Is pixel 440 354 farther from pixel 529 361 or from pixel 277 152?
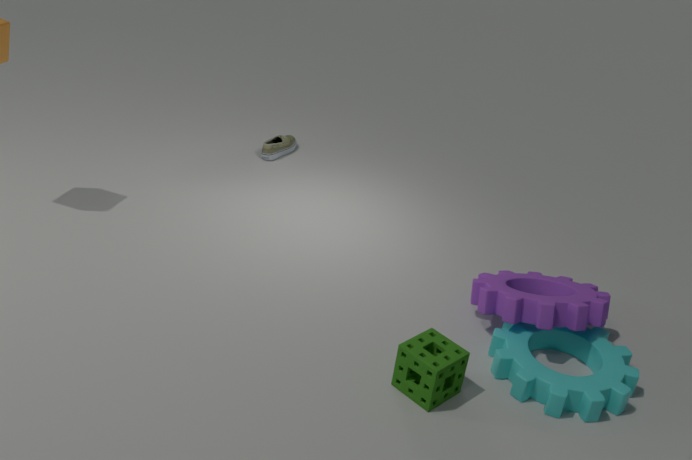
pixel 277 152
